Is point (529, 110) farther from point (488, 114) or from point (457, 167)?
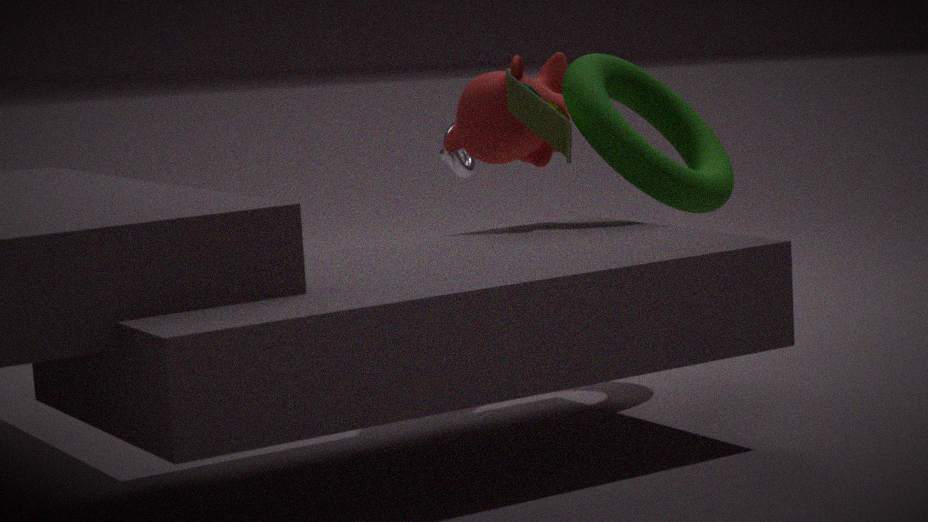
point (457, 167)
